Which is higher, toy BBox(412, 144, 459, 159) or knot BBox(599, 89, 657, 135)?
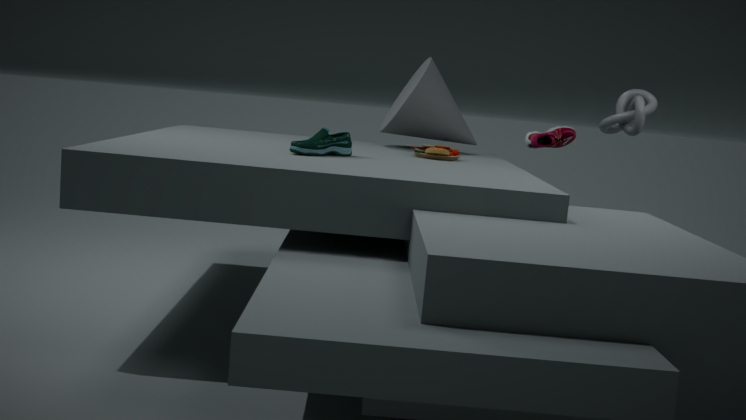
knot BBox(599, 89, 657, 135)
